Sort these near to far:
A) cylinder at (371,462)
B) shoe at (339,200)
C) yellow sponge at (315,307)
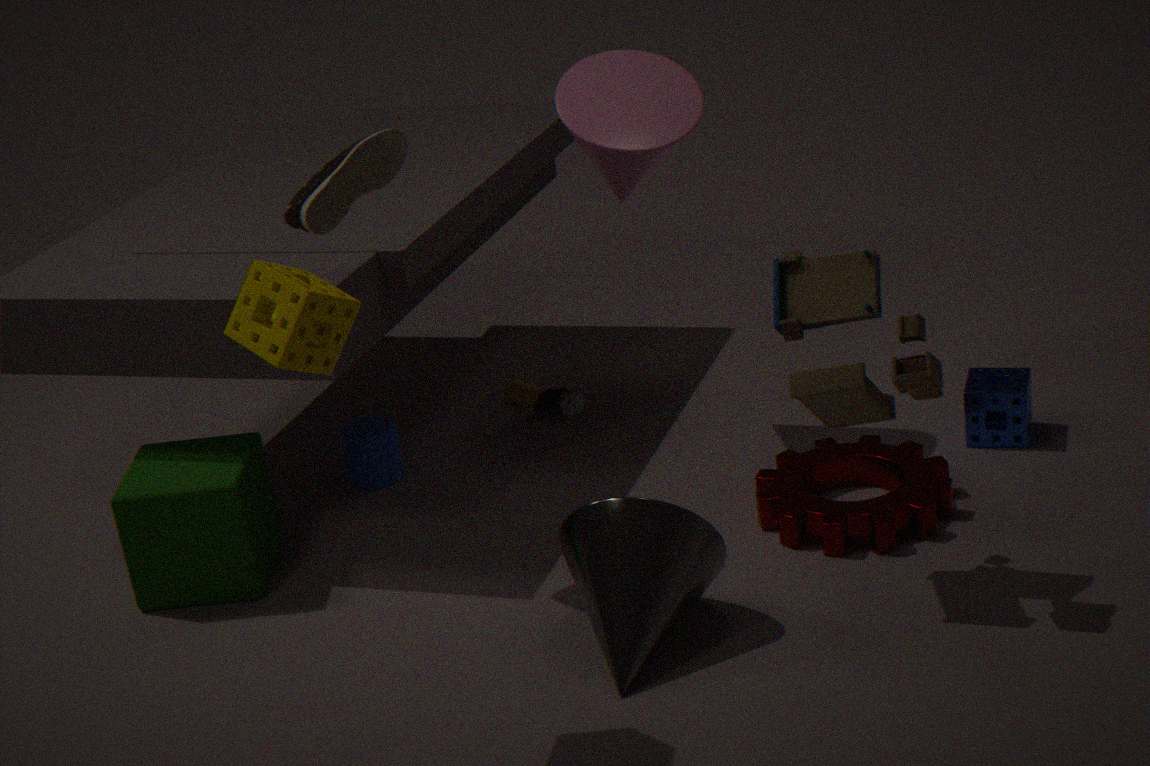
yellow sponge at (315,307), shoe at (339,200), cylinder at (371,462)
